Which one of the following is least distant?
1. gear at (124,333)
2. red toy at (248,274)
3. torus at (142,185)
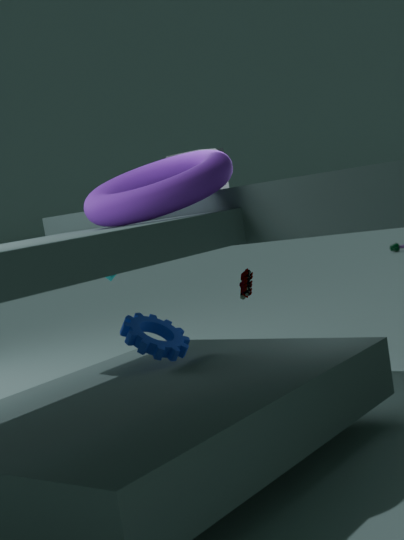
A: torus at (142,185)
